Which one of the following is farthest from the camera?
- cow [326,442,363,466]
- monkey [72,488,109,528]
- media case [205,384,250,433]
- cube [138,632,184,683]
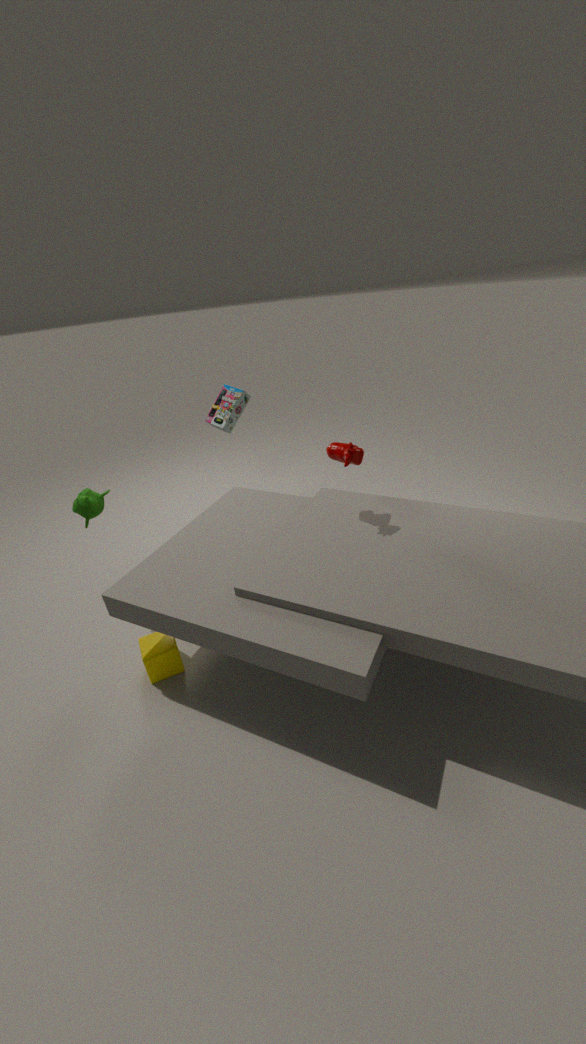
media case [205,384,250,433]
